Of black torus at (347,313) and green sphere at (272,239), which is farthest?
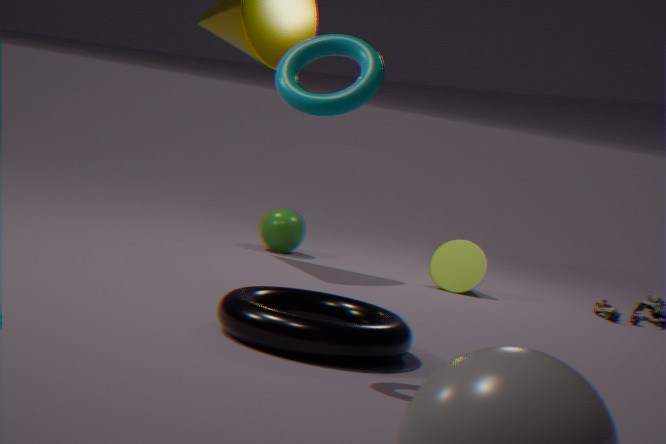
green sphere at (272,239)
